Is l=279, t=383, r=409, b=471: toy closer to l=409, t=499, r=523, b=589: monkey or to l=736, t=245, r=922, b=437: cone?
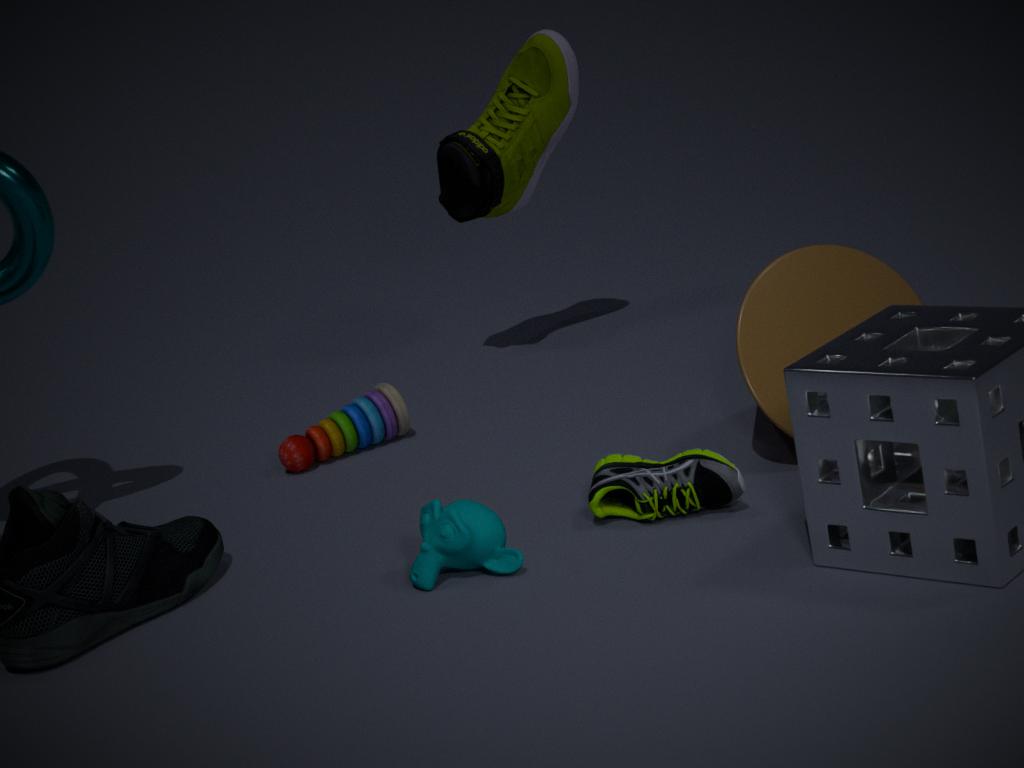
l=409, t=499, r=523, b=589: monkey
